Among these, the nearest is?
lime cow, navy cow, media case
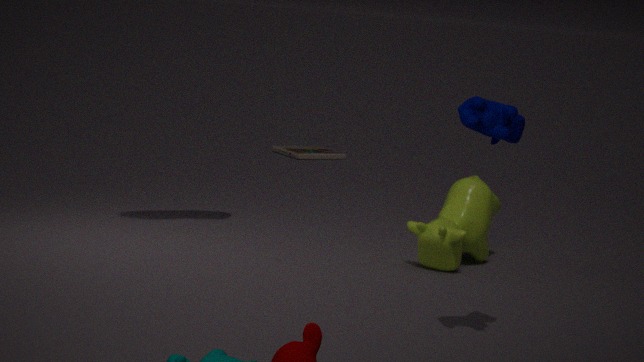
navy cow
